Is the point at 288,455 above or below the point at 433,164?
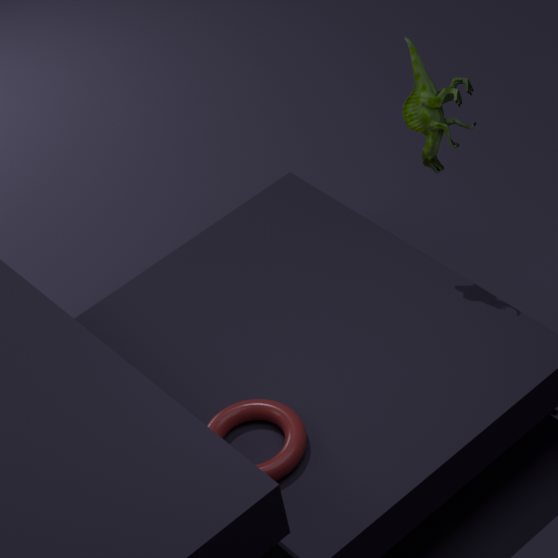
below
